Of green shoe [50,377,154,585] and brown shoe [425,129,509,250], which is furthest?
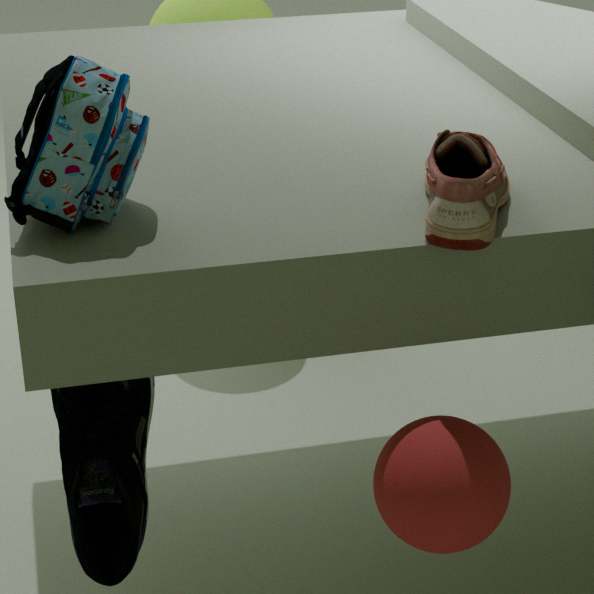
green shoe [50,377,154,585]
